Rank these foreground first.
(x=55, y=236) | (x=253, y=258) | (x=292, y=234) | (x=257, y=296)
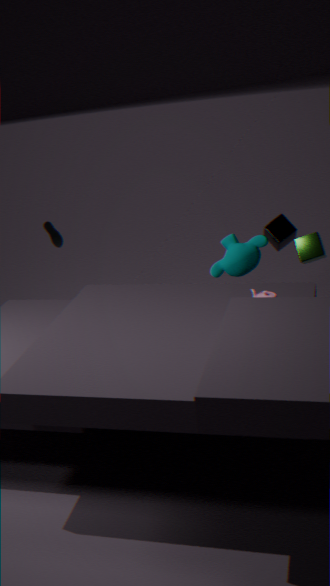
(x=257, y=296), (x=292, y=234), (x=253, y=258), (x=55, y=236)
